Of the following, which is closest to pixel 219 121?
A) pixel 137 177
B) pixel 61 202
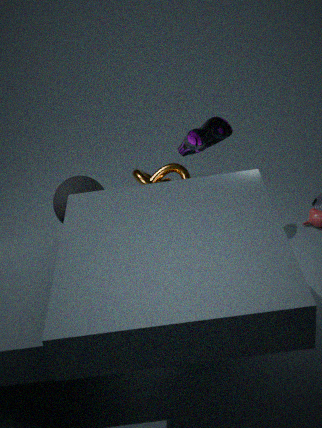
pixel 61 202
